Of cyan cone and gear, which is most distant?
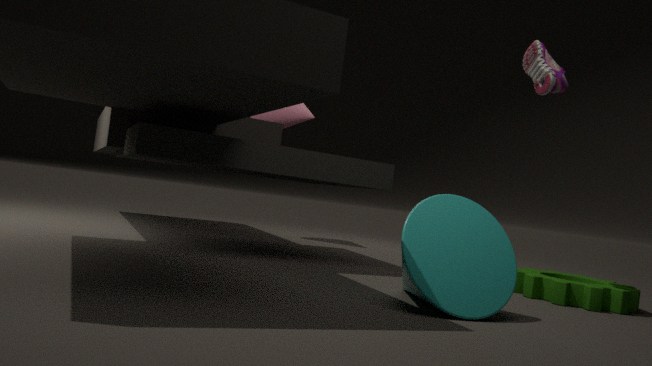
gear
